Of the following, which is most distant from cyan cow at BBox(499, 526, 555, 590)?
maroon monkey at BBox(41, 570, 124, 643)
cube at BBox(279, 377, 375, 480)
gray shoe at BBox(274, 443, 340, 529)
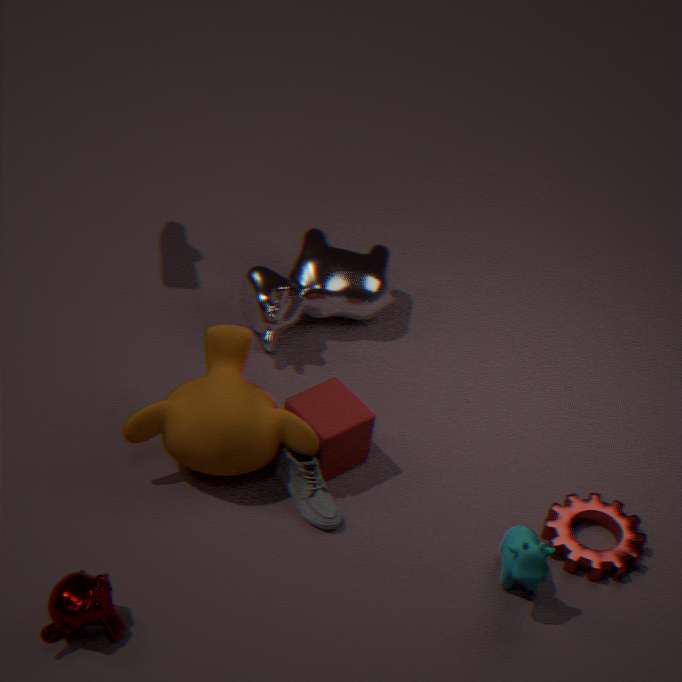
maroon monkey at BBox(41, 570, 124, 643)
